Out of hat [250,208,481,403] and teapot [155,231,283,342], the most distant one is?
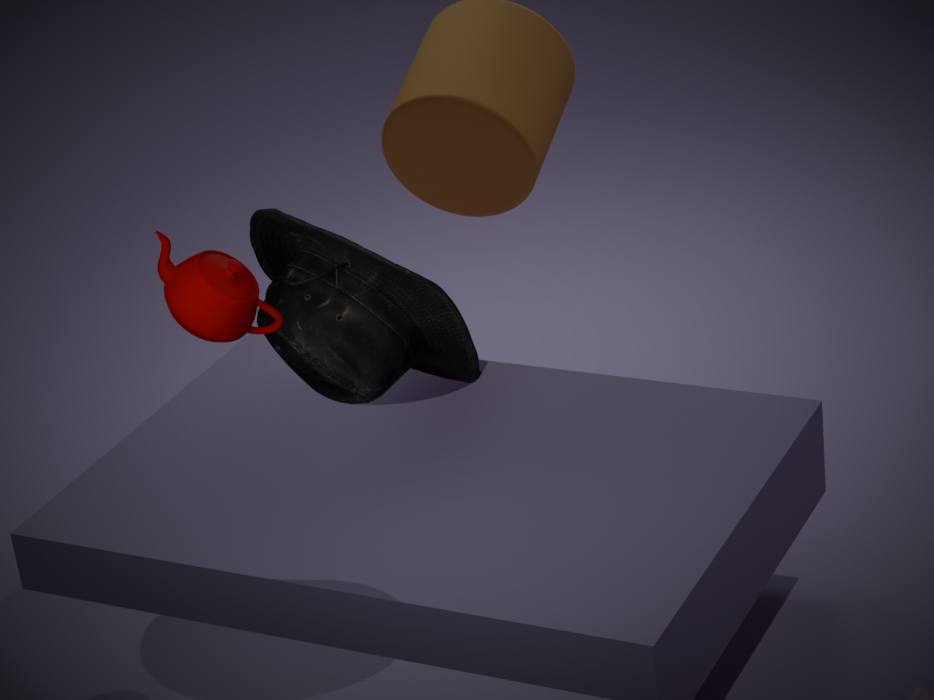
hat [250,208,481,403]
